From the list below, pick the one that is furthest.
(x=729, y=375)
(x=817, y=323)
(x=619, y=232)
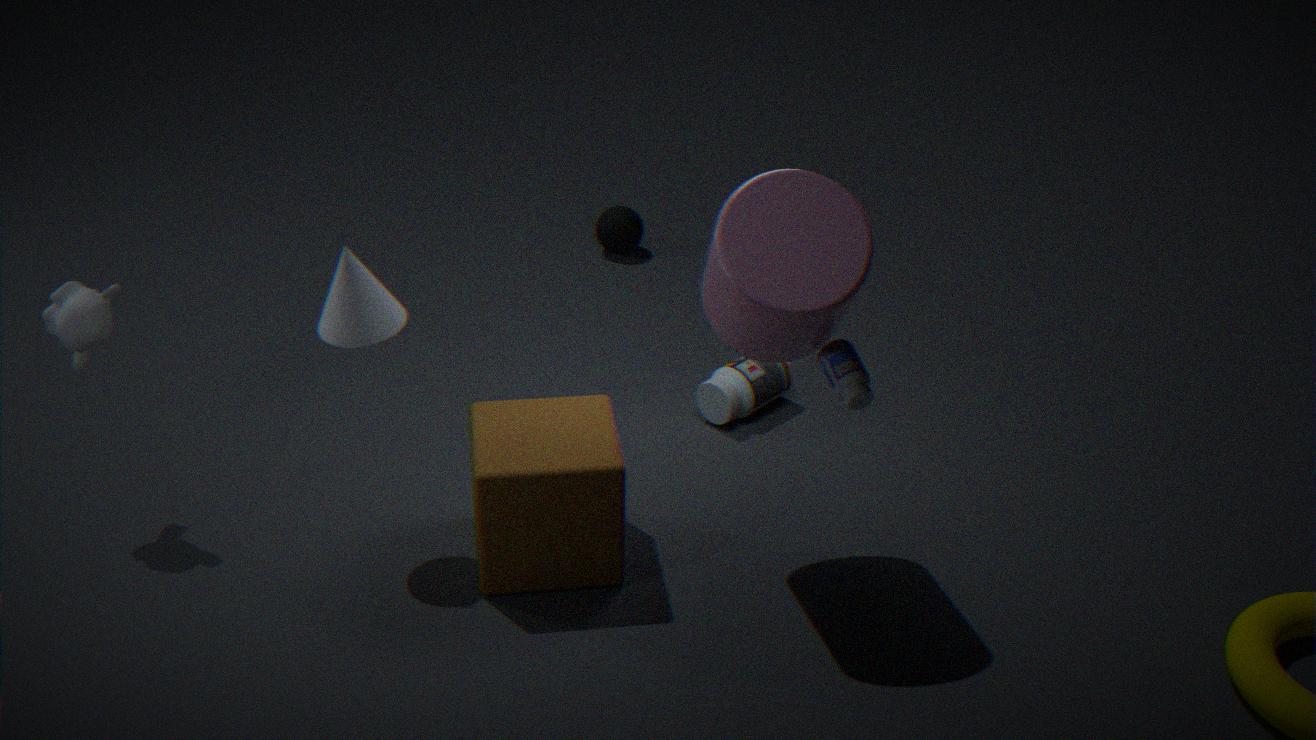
(x=619, y=232)
